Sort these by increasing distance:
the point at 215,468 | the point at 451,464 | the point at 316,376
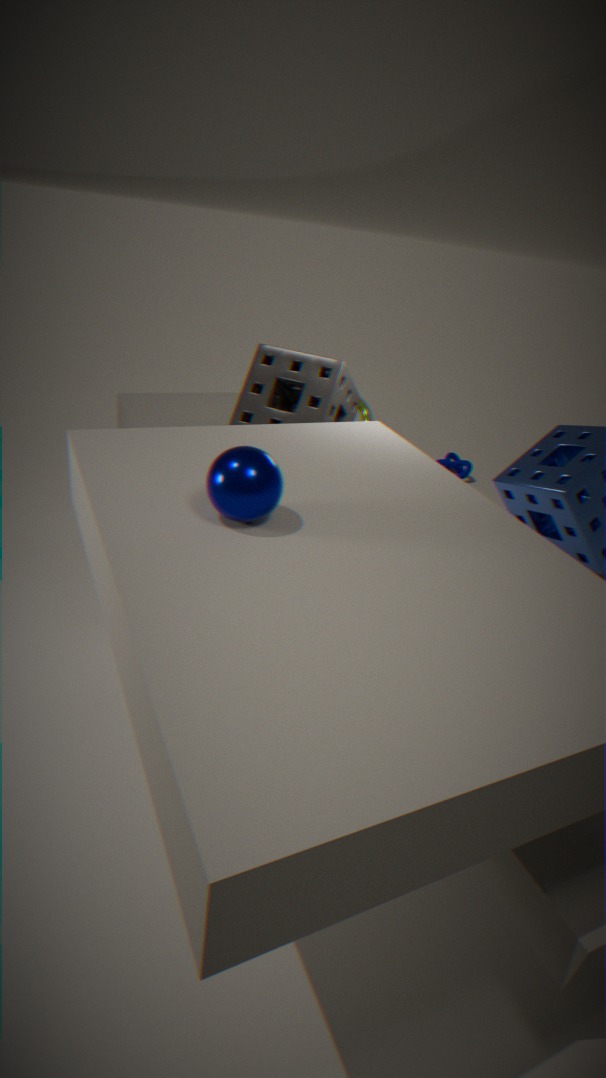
the point at 215,468 < the point at 316,376 < the point at 451,464
